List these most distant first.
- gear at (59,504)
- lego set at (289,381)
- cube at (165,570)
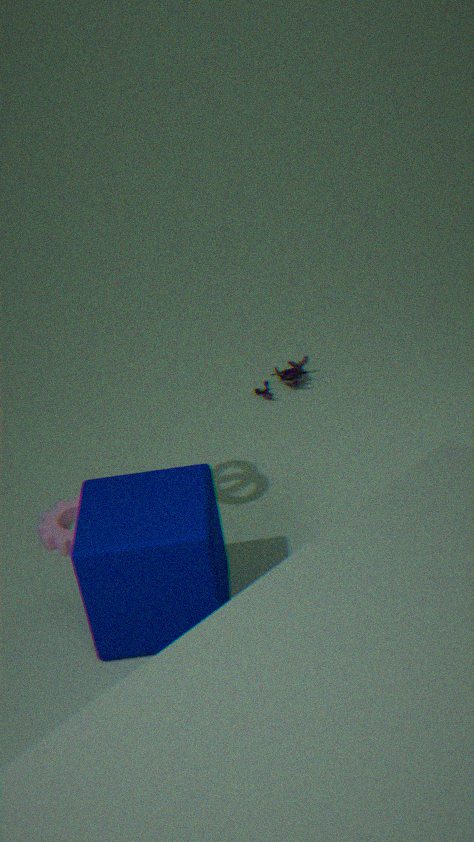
1. lego set at (289,381)
2. gear at (59,504)
3. cube at (165,570)
